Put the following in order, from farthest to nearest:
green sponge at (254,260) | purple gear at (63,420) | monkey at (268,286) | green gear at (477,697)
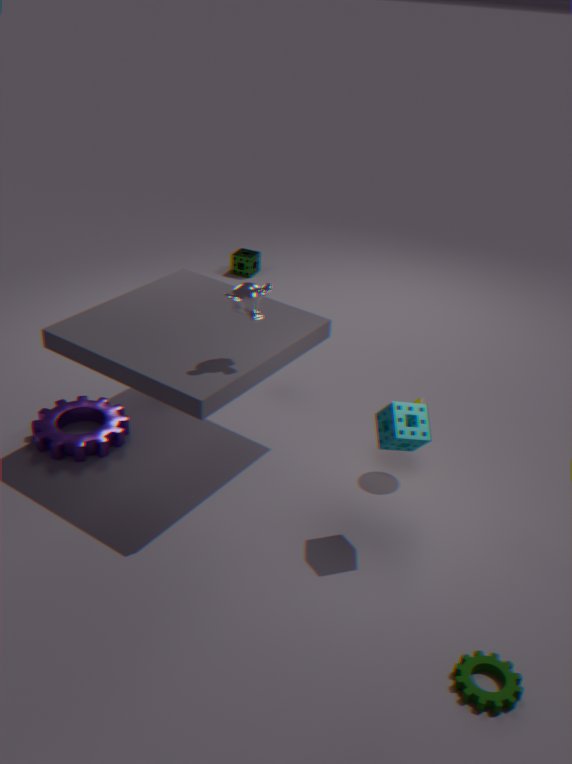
green sponge at (254,260) → purple gear at (63,420) → monkey at (268,286) → green gear at (477,697)
